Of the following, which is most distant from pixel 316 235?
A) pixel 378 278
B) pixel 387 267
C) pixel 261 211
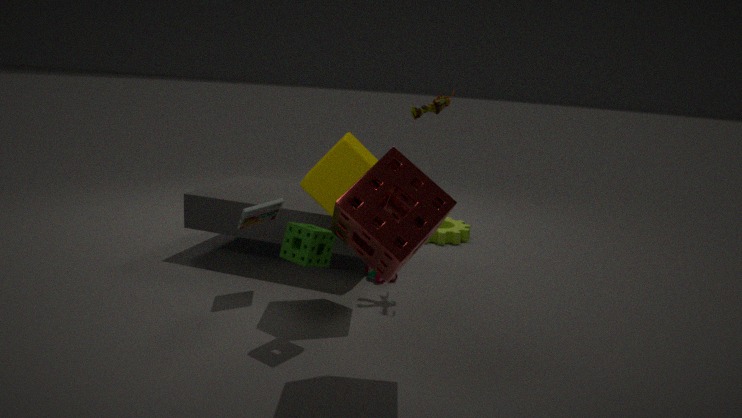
pixel 378 278
